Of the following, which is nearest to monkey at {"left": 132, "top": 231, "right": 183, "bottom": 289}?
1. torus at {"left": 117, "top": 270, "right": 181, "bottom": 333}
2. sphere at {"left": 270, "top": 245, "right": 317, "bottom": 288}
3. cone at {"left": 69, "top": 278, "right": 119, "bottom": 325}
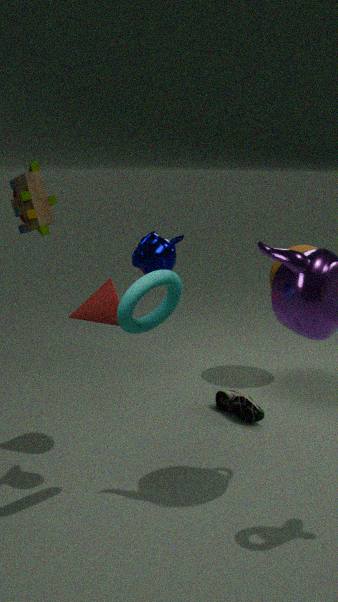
torus at {"left": 117, "top": 270, "right": 181, "bottom": 333}
